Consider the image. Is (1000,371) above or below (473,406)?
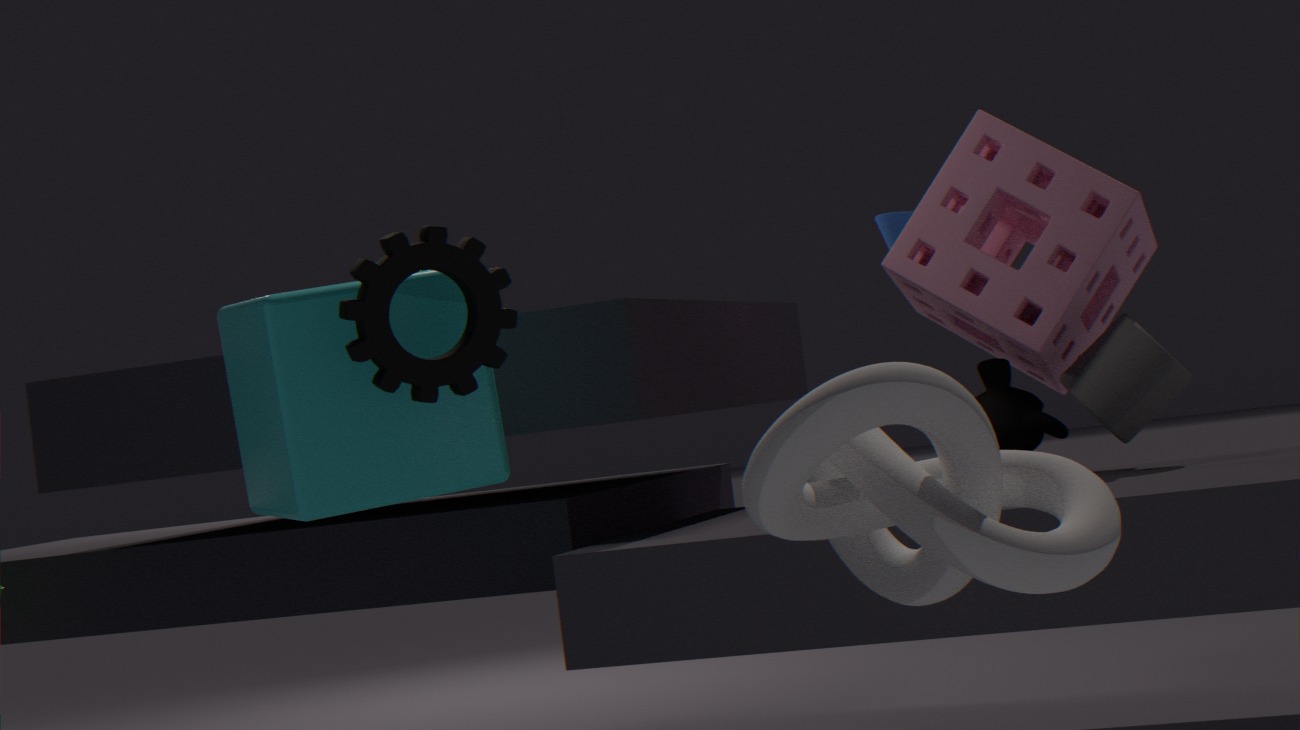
below
